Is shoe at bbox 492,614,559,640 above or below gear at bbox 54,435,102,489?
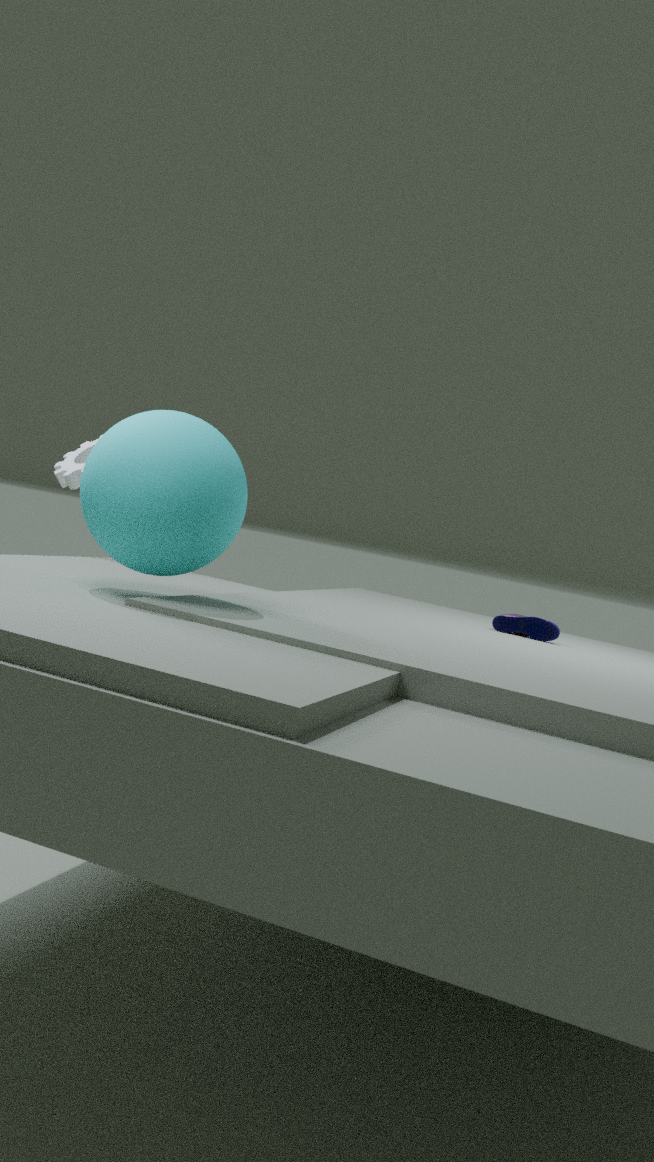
below
